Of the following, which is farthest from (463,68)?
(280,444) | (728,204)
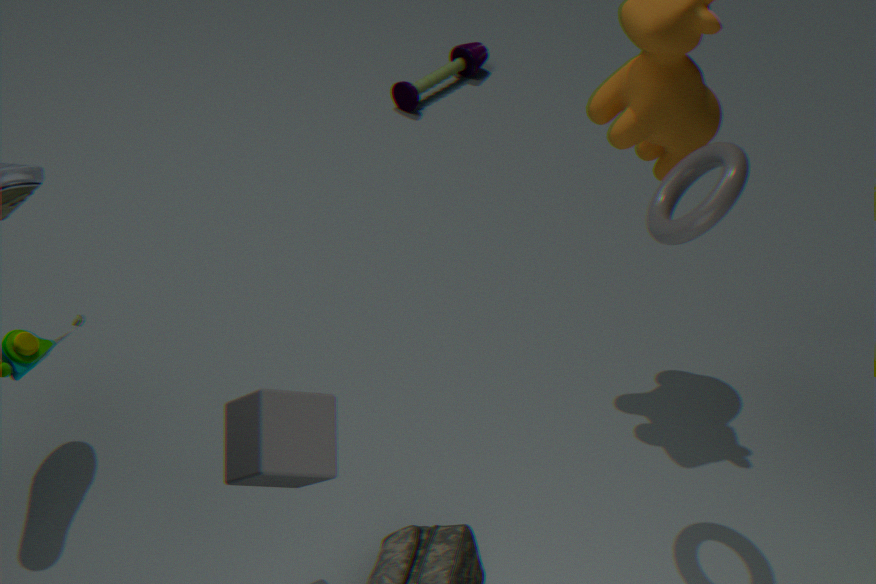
(280,444)
